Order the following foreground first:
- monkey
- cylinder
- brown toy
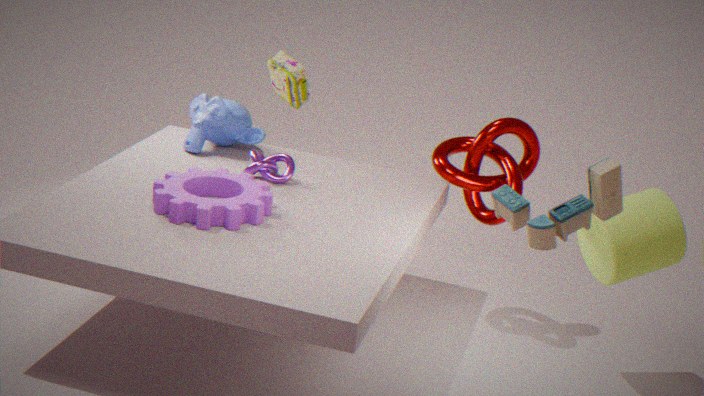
brown toy < cylinder < monkey
